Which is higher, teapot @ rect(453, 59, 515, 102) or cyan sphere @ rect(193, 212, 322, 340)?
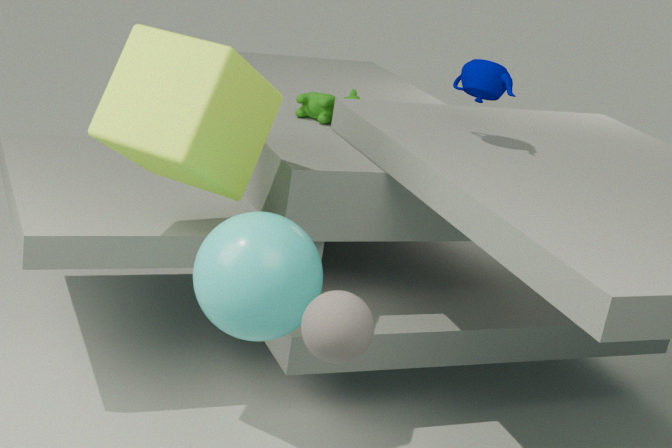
teapot @ rect(453, 59, 515, 102)
